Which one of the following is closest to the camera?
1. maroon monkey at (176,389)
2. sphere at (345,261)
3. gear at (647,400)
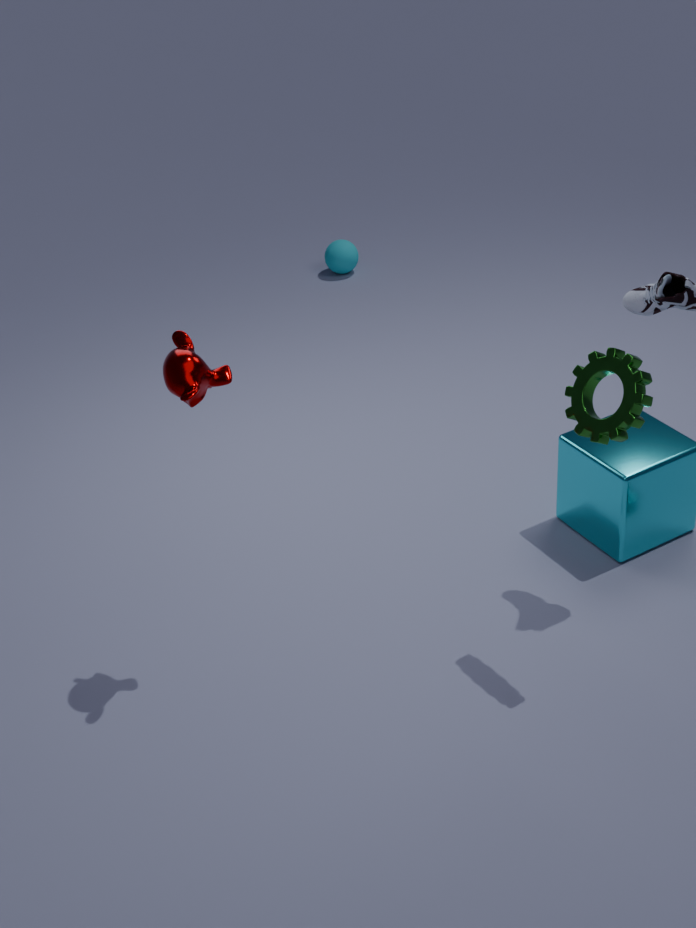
gear at (647,400)
